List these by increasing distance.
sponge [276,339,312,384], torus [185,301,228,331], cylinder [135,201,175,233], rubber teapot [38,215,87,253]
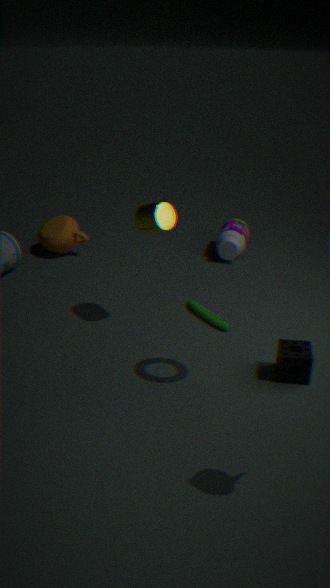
1. torus [185,301,228,331]
2. sponge [276,339,312,384]
3. cylinder [135,201,175,233]
4. rubber teapot [38,215,87,253]
